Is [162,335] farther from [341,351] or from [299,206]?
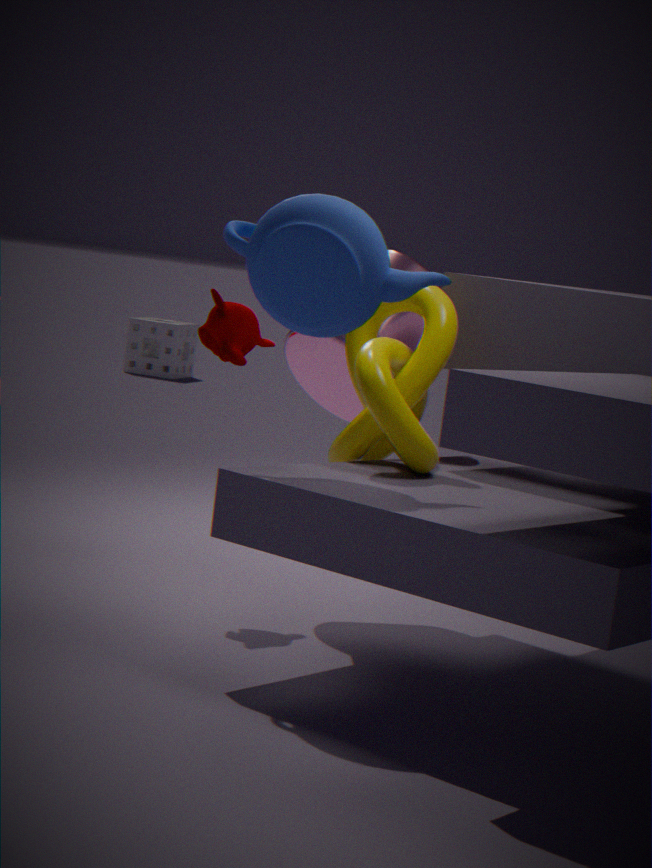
[299,206]
